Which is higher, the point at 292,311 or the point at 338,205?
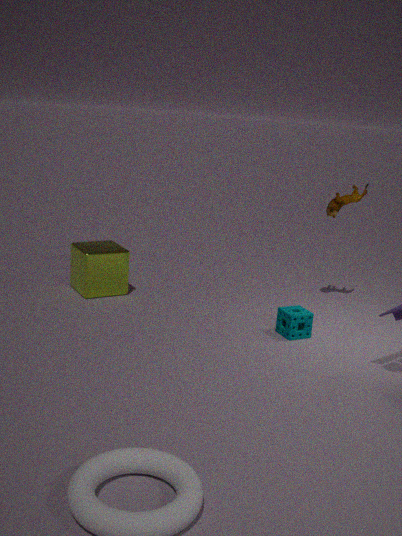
the point at 338,205
